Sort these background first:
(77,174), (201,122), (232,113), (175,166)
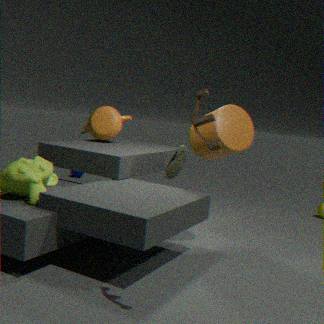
(77,174), (175,166), (232,113), (201,122)
